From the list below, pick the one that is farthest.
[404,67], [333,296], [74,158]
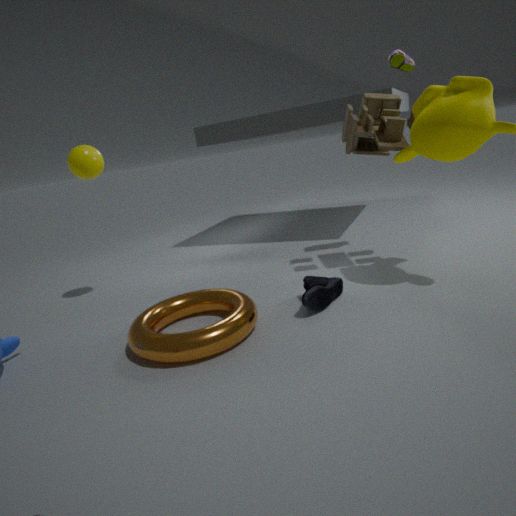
[404,67]
